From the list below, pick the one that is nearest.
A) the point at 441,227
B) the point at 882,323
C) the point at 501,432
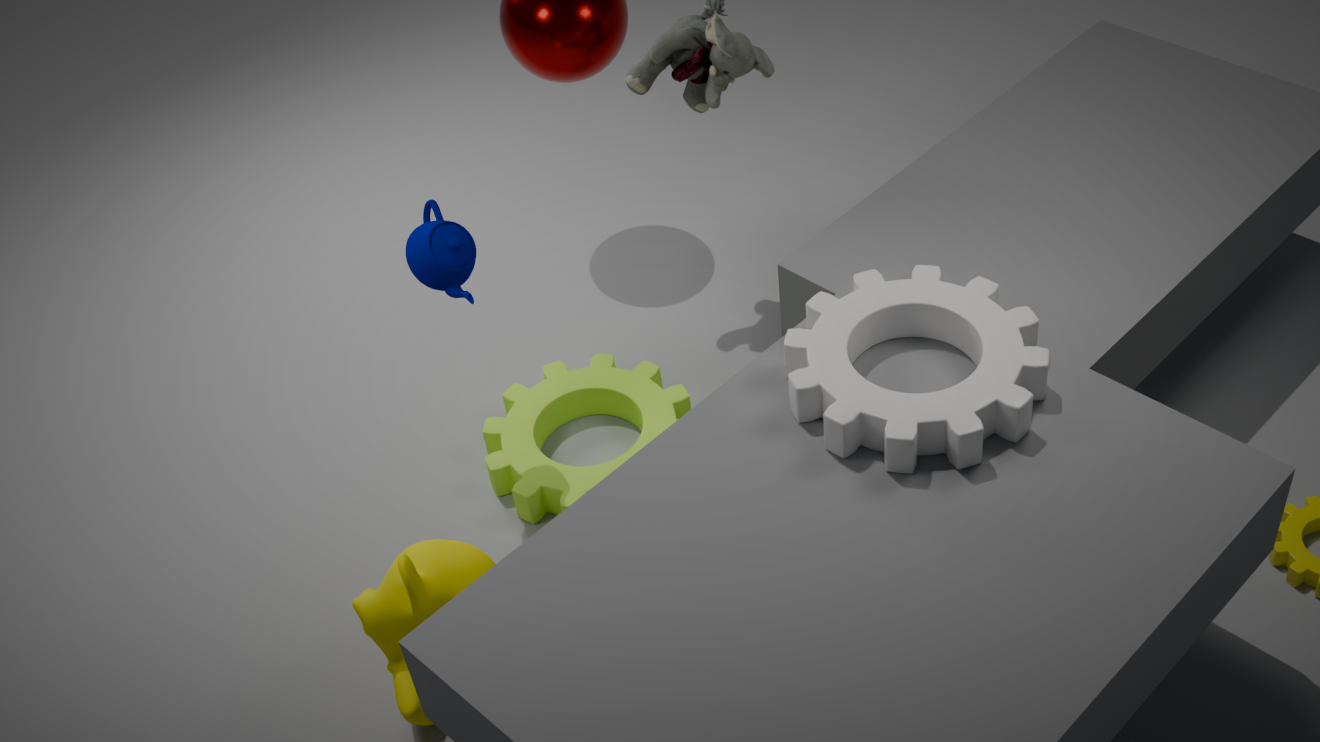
B. the point at 882,323
